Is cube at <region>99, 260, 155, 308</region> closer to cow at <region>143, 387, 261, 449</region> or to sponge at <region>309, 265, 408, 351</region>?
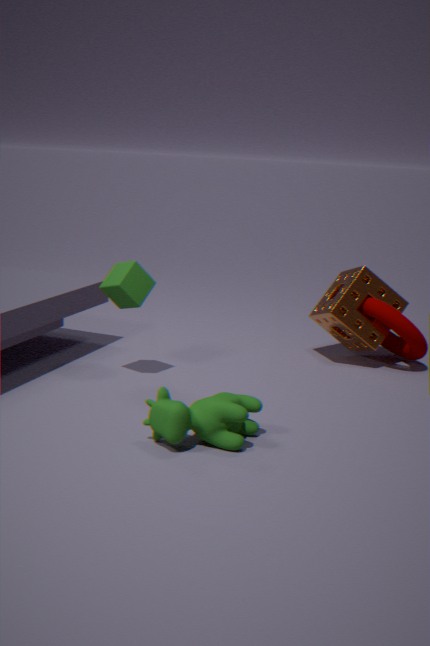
cow at <region>143, 387, 261, 449</region>
